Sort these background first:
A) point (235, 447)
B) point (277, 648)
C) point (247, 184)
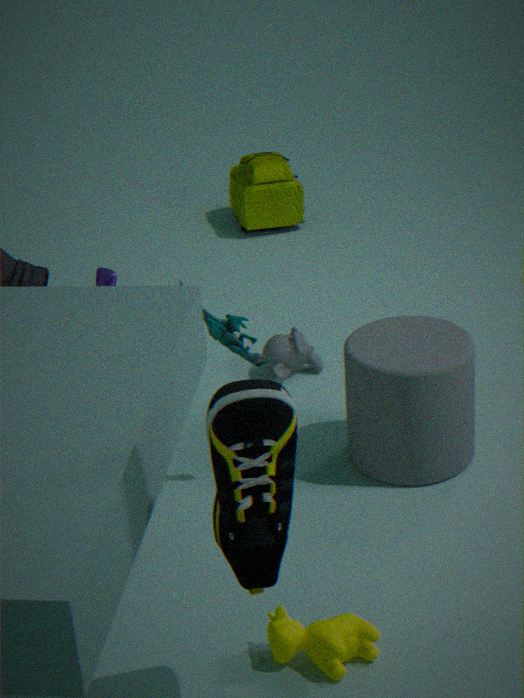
point (247, 184), point (277, 648), point (235, 447)
